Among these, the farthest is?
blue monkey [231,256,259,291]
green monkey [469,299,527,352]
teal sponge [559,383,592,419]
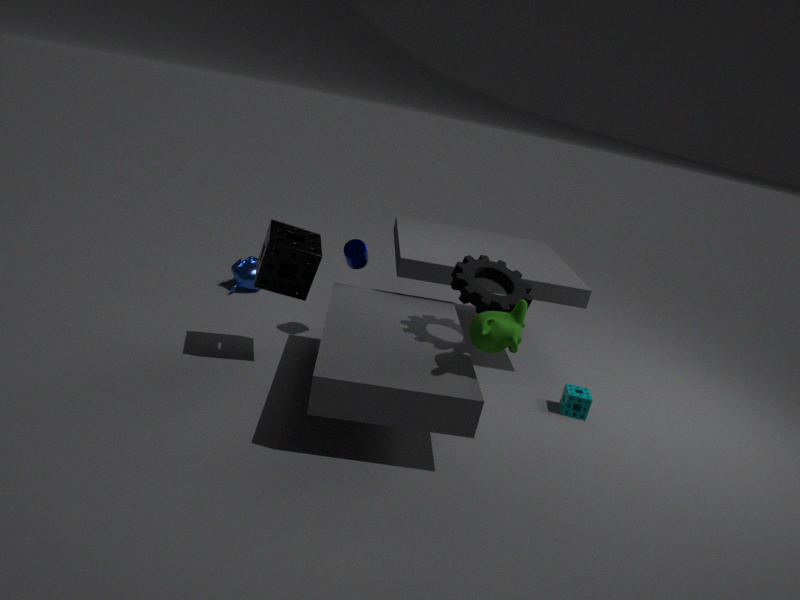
blue monkey [231,256,259,291]
